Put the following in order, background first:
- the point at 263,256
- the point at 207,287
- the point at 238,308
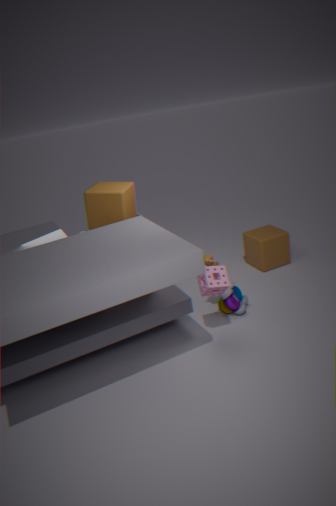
the point at 263,256, the point at 238,308, the point at 207,287
